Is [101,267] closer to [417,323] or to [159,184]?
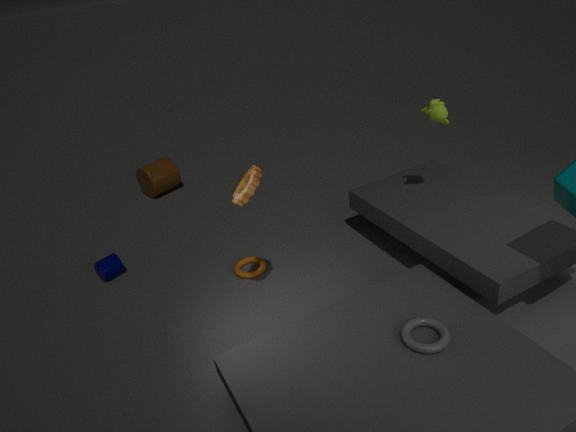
[159,184]
